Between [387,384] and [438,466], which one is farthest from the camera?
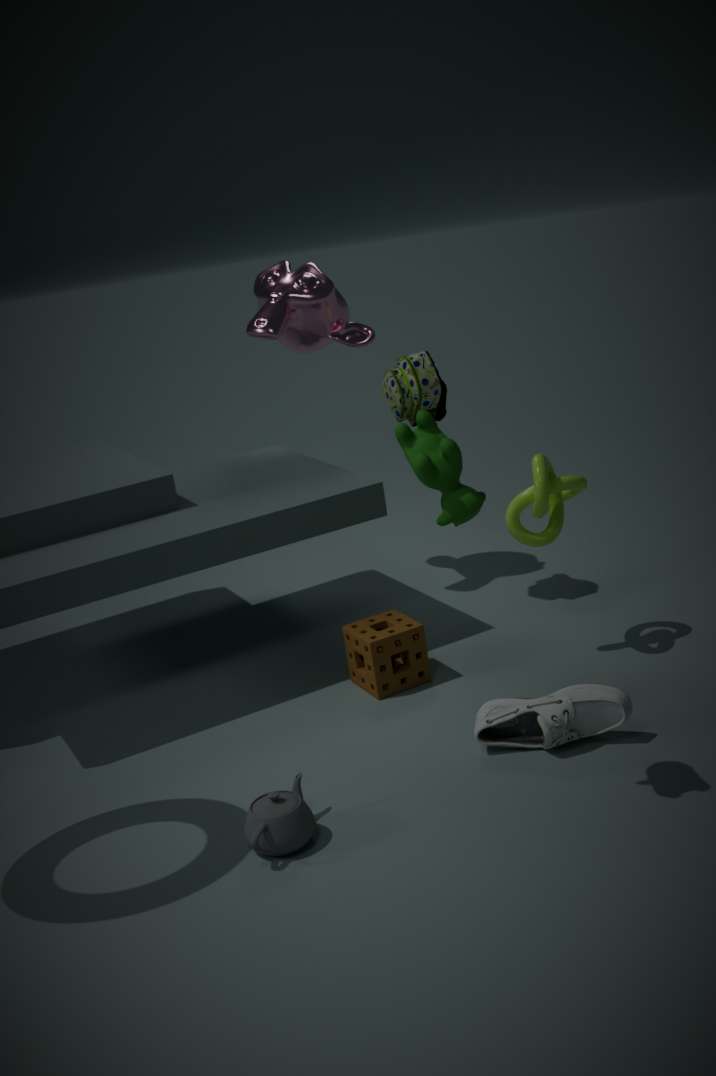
[387,384]
